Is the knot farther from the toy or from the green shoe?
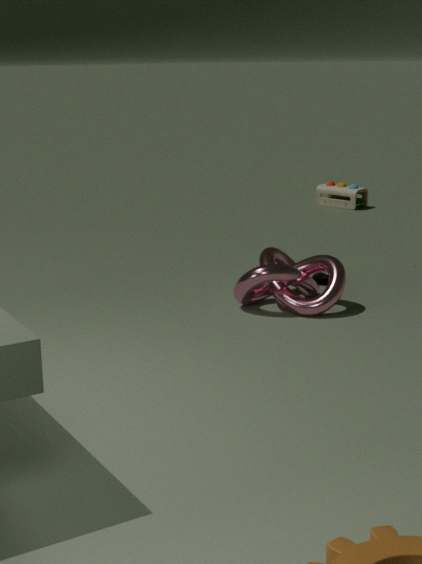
the toy
